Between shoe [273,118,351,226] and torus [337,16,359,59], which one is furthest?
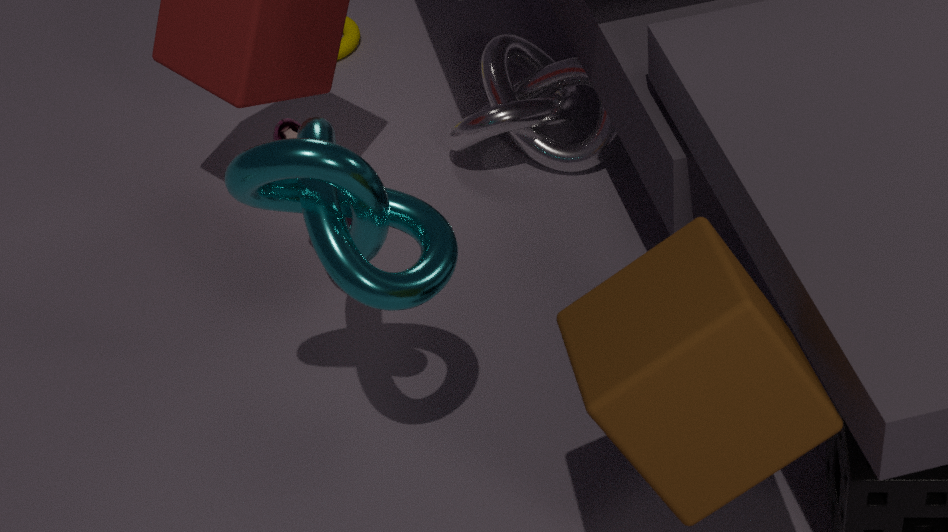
torus [337,16,359,59]
